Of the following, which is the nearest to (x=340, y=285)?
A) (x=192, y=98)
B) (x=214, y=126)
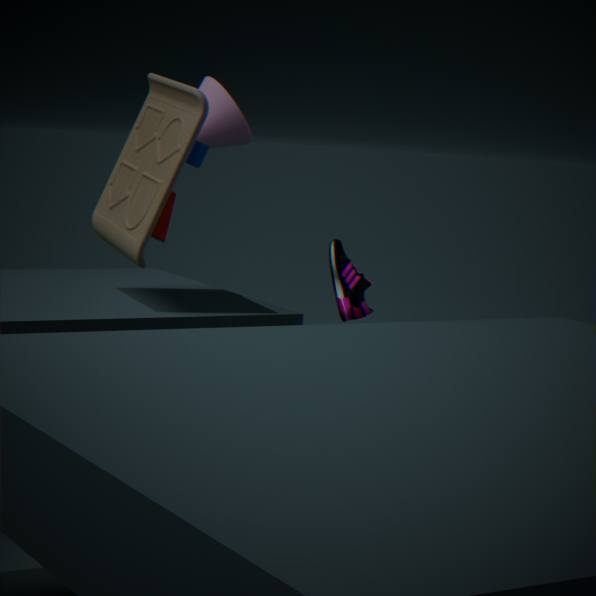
(x=214, y=126)
